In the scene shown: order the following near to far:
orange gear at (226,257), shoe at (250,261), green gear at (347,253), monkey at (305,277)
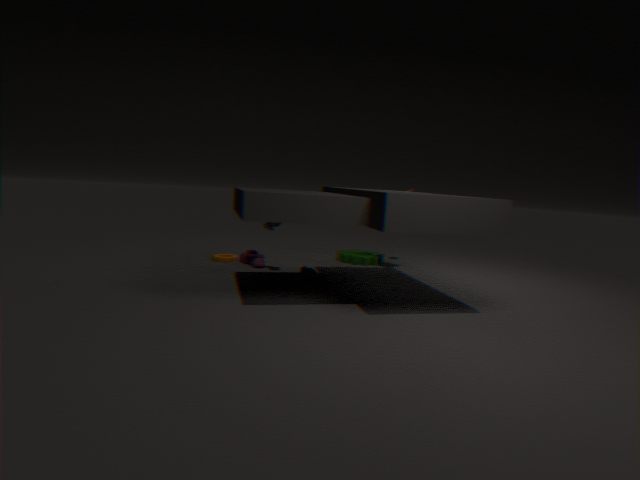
monkey at (305,277), shoe at (250,261), orange gear at (226,257), green gear at (347,253)
